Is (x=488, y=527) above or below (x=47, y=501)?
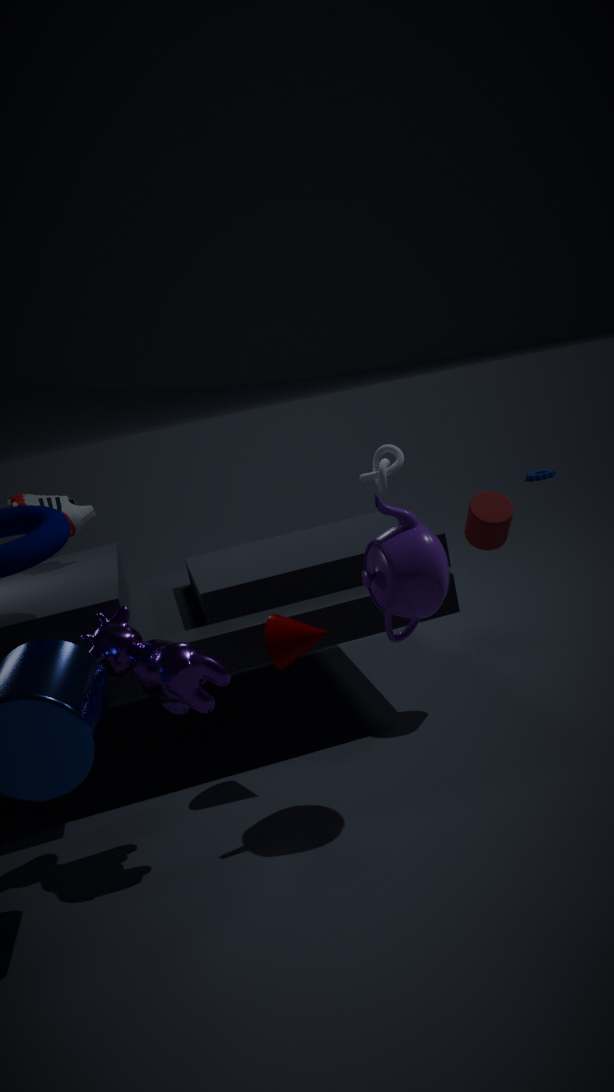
below
